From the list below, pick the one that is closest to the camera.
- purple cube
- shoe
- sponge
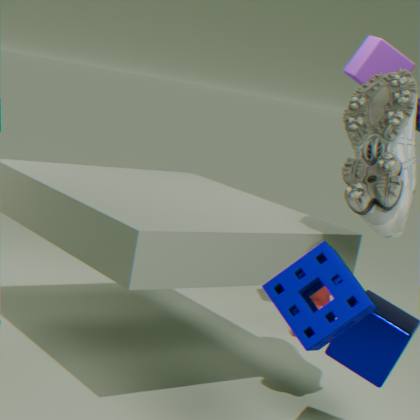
sponge
